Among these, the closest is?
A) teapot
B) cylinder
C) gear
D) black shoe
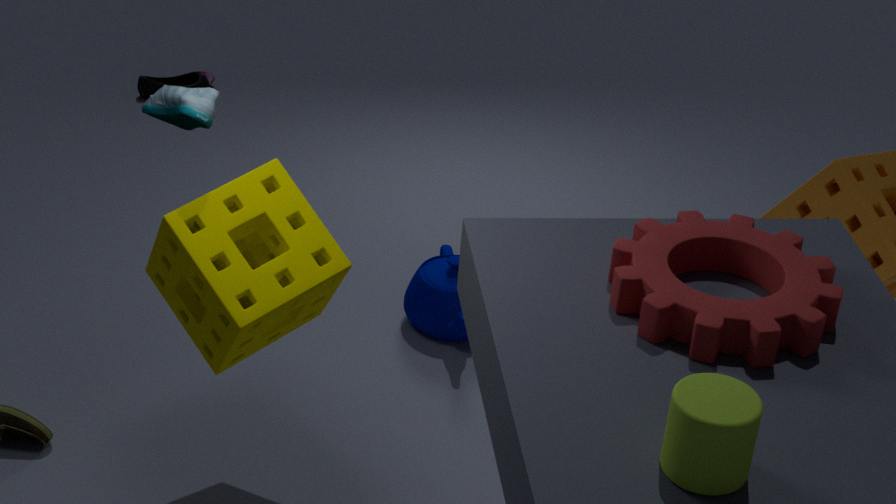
cylinder
